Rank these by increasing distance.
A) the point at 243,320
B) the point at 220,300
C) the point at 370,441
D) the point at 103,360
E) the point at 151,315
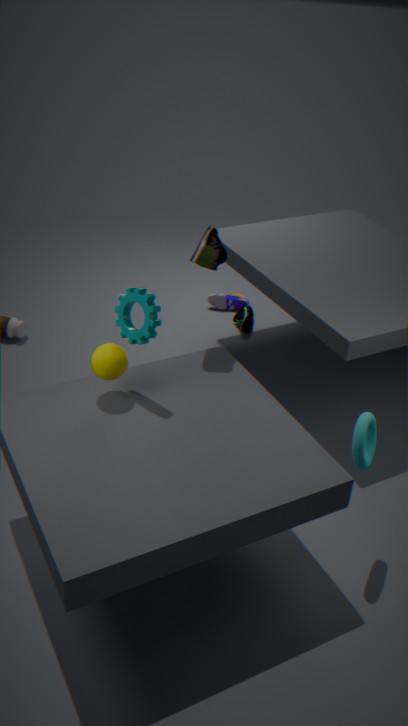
the point at 151,315 < the point at 103,360 < the point at 370,441 < the point at 243,320 < the point at 220,300
